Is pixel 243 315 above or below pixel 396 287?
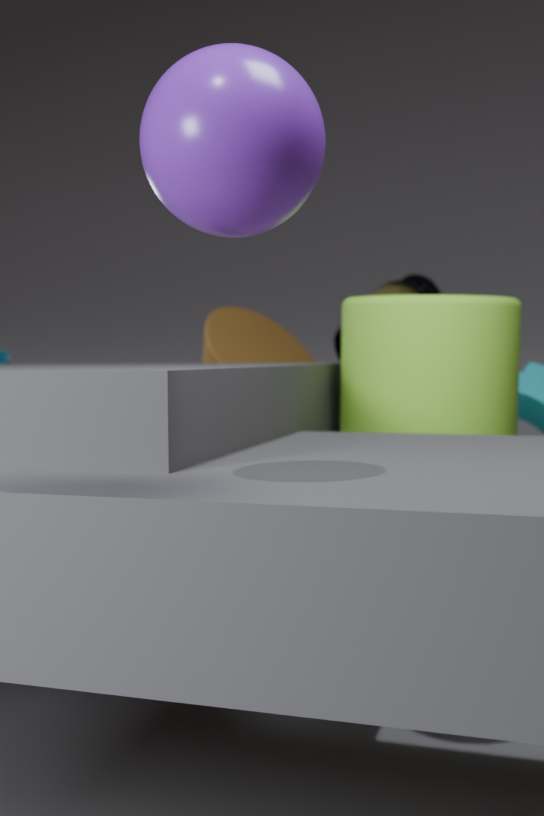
below
